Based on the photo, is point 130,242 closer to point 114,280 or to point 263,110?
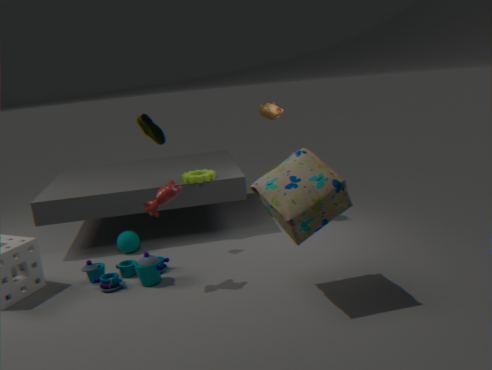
point 114,280
